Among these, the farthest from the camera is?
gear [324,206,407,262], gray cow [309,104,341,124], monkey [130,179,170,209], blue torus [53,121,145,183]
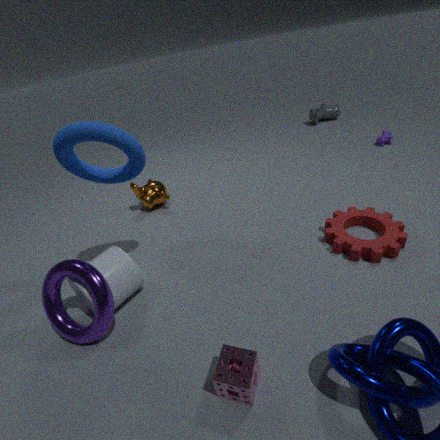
gray cow [309,104,341,124]
